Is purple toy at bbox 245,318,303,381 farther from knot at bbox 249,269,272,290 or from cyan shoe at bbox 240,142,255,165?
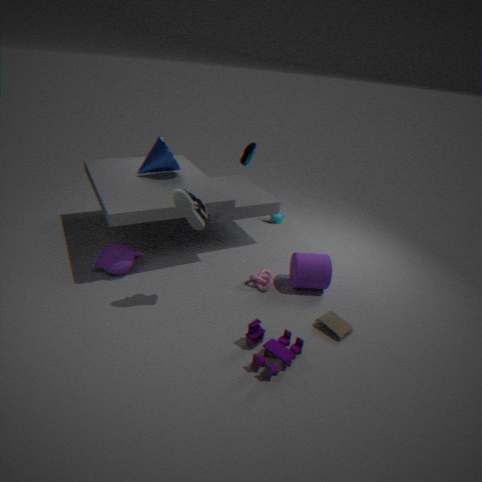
cyan shoe at bbox 240,142,255,165
